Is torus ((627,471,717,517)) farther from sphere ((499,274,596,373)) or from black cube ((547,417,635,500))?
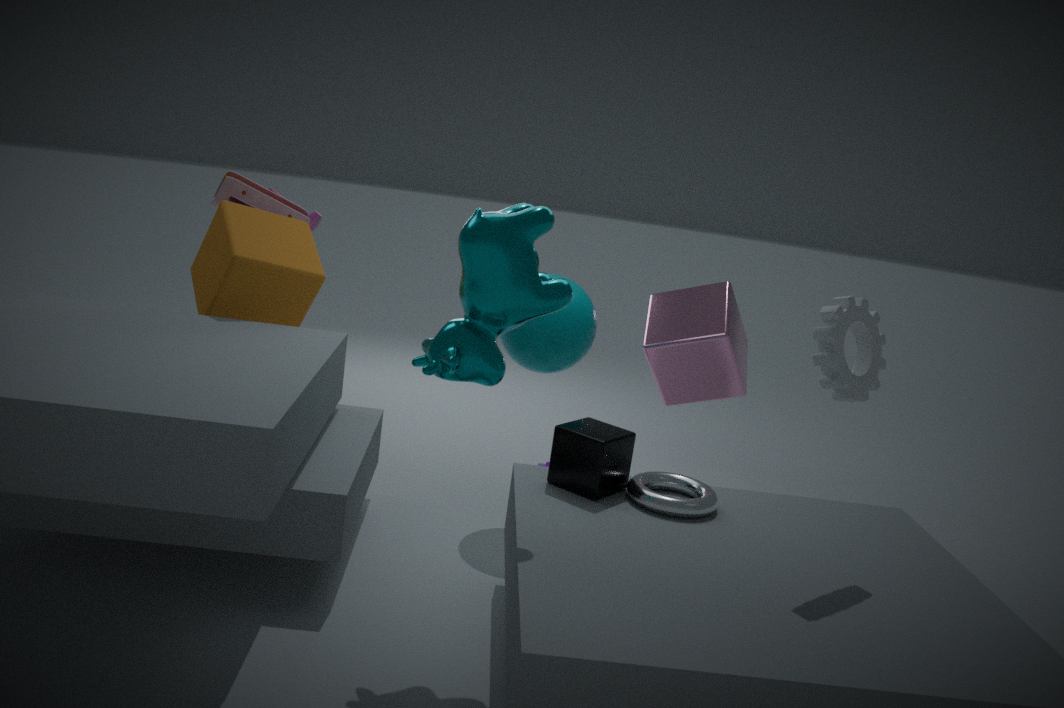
sphere ((499,274,596,373))
